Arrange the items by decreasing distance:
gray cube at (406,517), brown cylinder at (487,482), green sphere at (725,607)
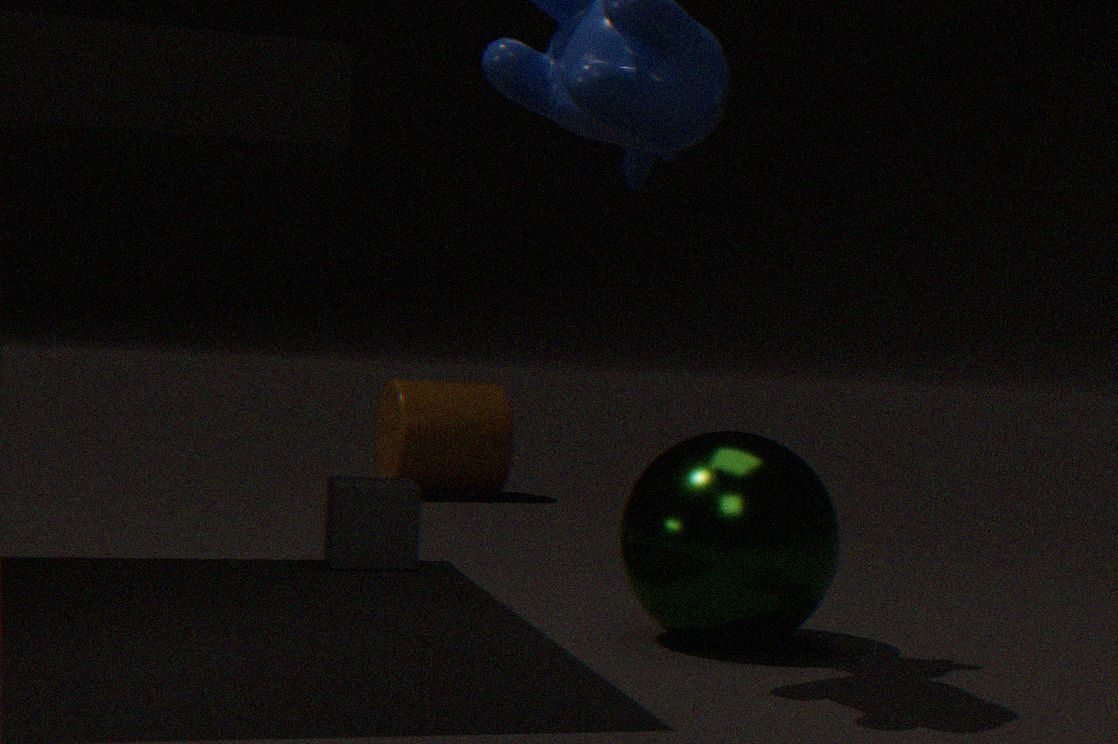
brown cylinder at (487,482)
gray cube at (406,517)
green sphere at (725,607)
